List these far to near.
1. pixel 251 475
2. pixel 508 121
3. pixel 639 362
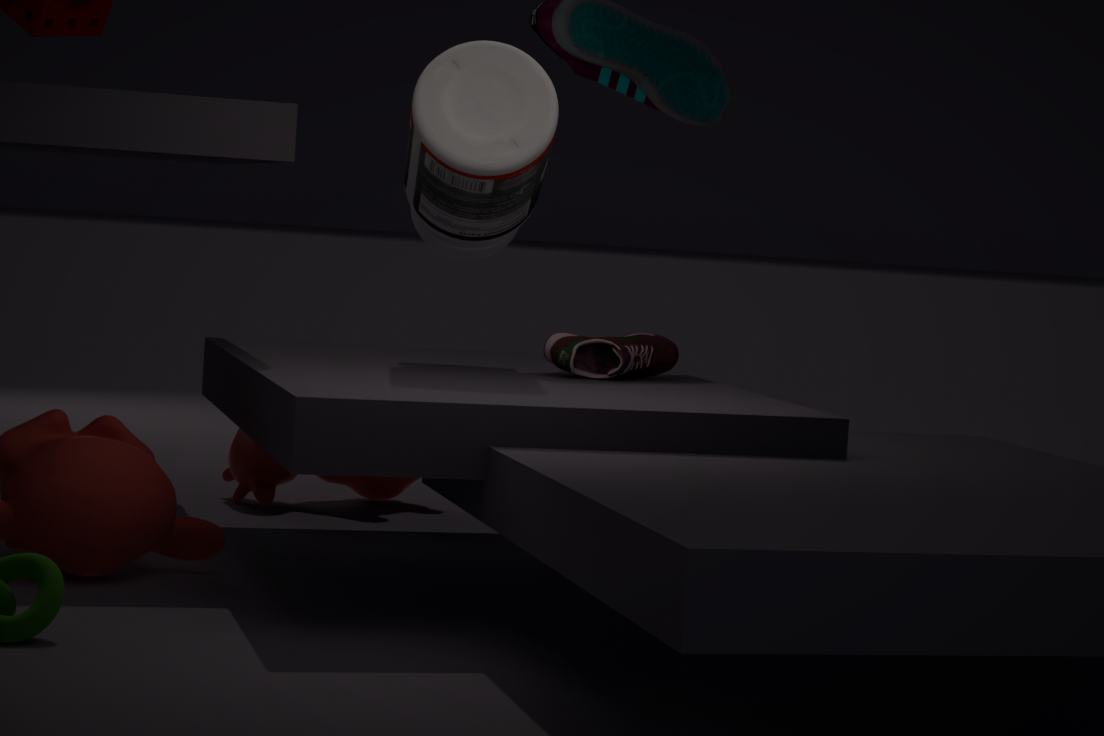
pixel 251 475
pixel 639 362
pixel 508 121
